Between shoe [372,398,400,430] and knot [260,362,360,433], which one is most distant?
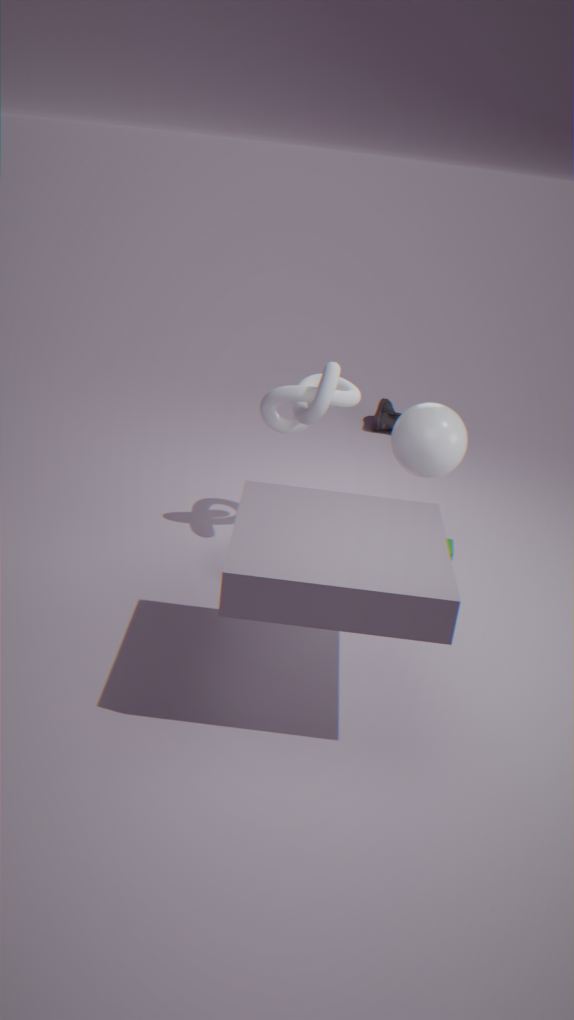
shoe [372,398,400,430]
